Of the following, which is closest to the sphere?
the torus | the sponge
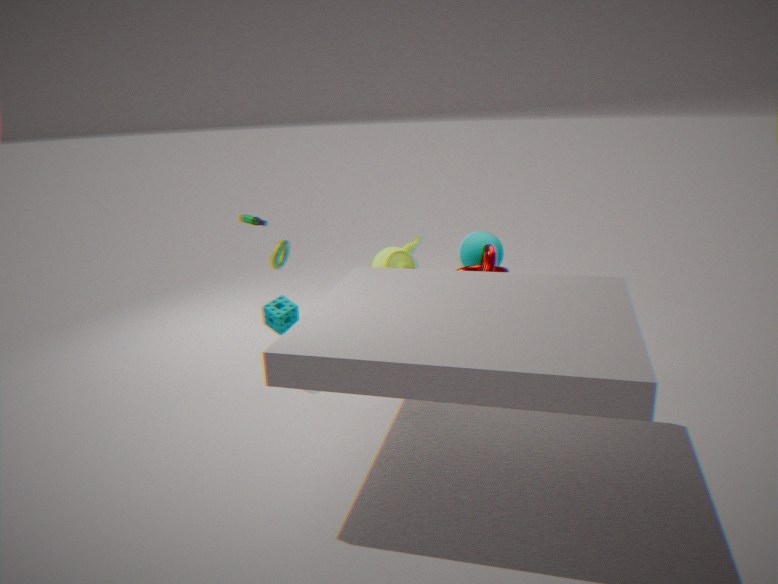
the sponge
